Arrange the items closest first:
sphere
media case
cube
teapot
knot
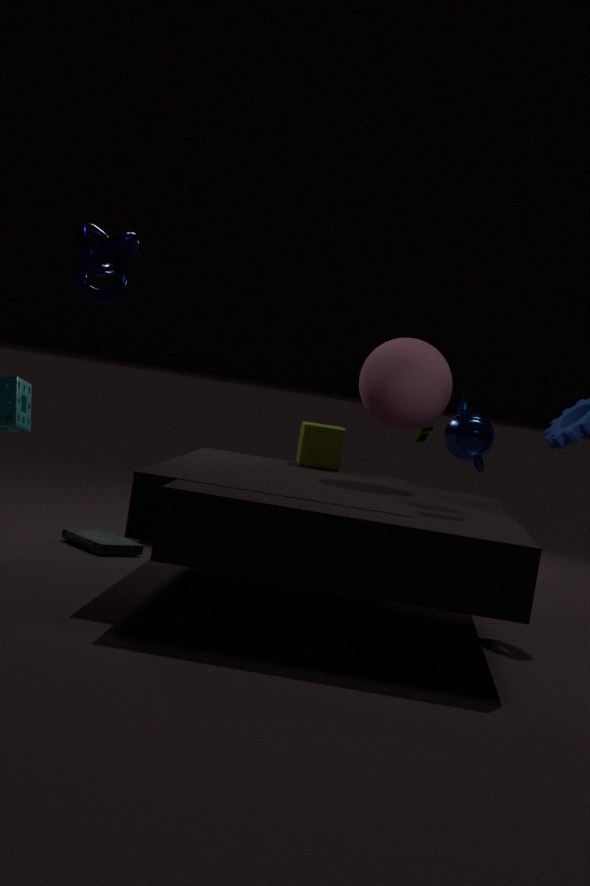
teapot < knot < sphere < media case < cube
